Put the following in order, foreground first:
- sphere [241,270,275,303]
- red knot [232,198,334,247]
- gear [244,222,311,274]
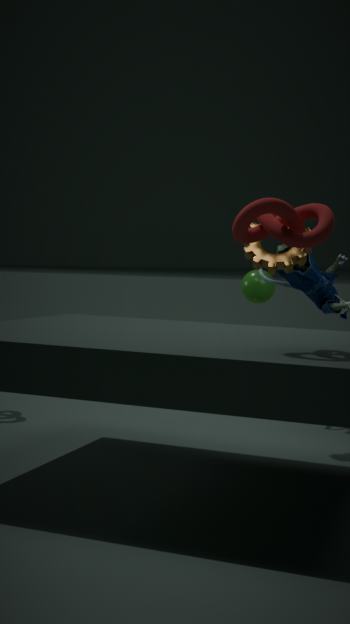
red knot [232,198,334,247] < gear [244,222,311,274] < sphere [241,270,275,303]
